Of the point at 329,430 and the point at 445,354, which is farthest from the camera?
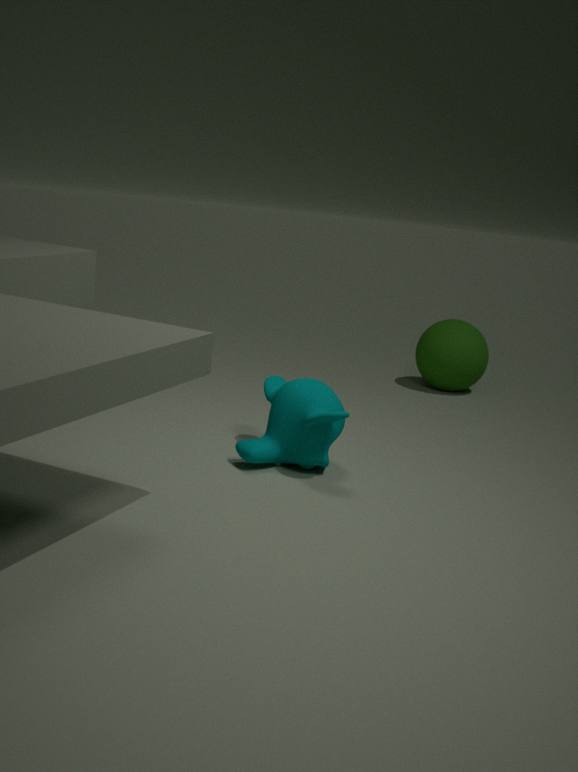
the point at 445,354
